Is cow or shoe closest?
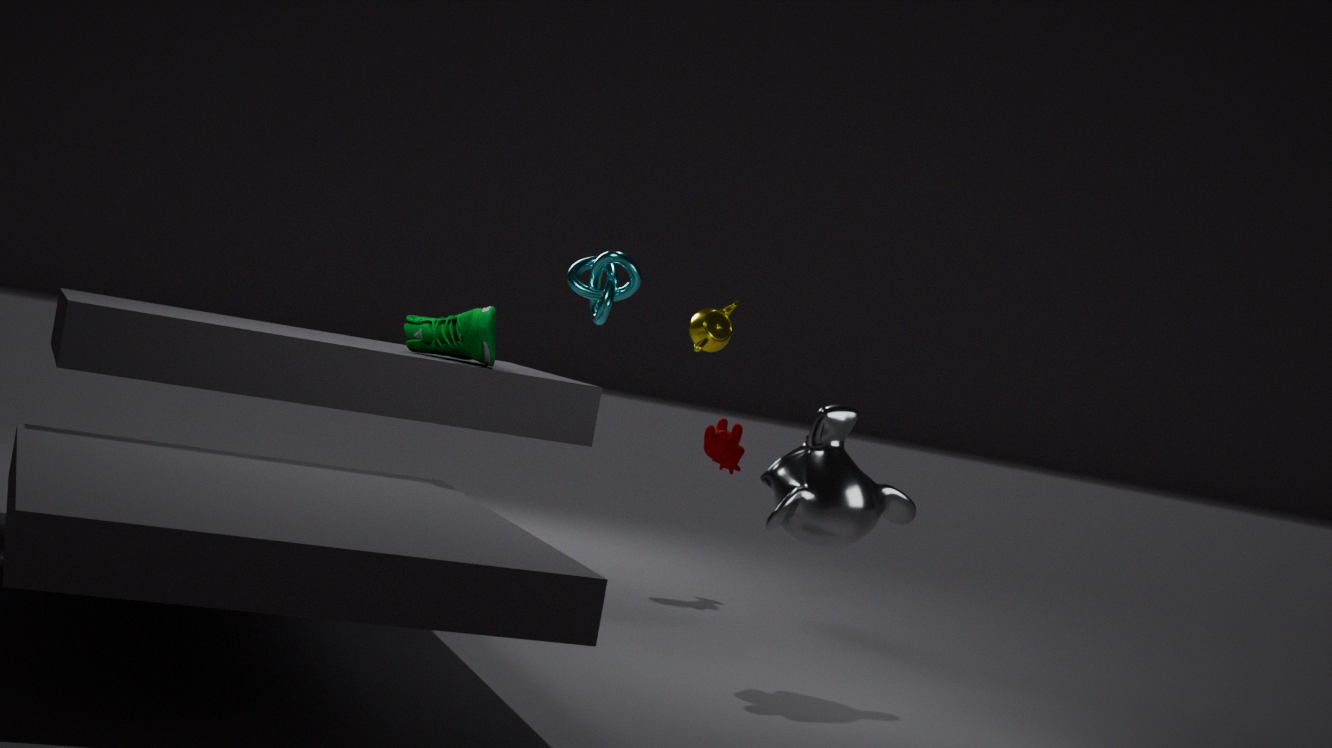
shoe
